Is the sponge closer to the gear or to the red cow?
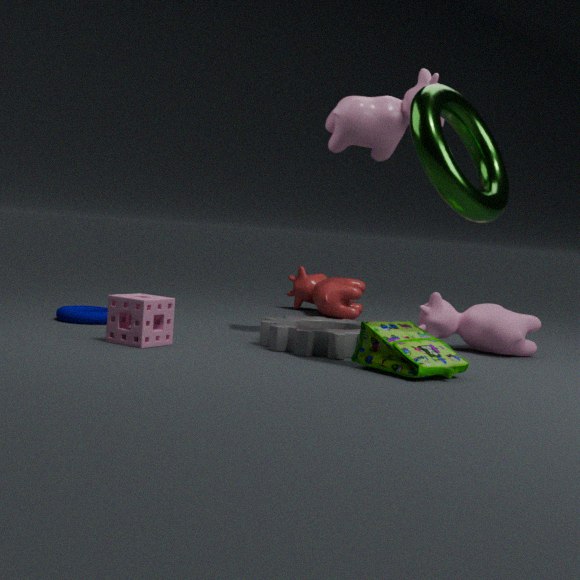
the gear
